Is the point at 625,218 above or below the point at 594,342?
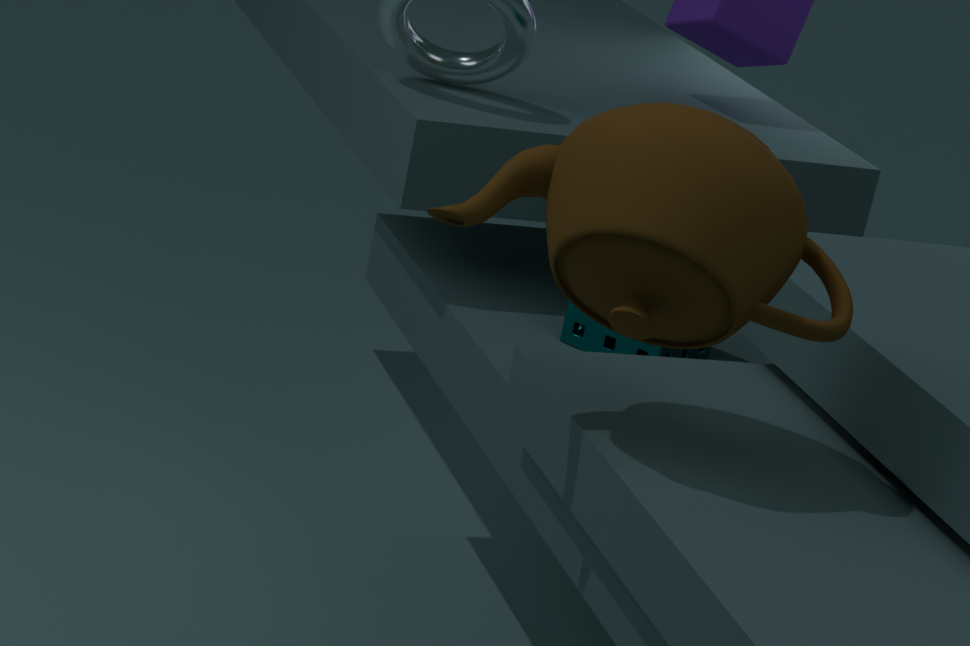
above
